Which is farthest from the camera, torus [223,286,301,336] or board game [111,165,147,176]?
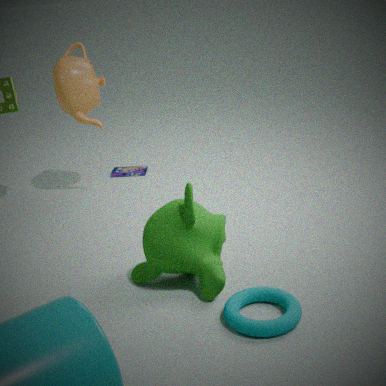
board game [111,165,147,176]
